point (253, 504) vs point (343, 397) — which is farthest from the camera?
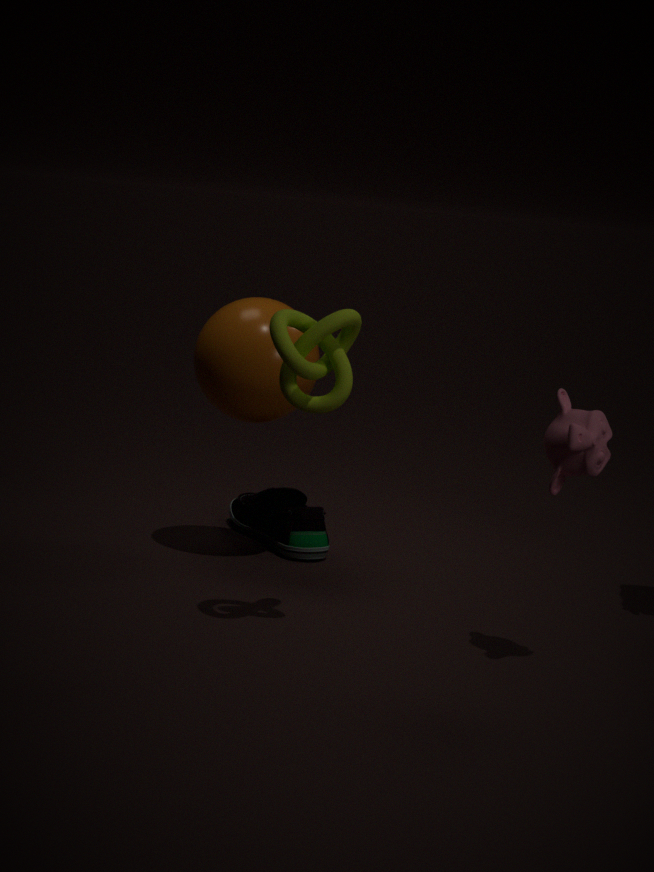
point (253, 504)
